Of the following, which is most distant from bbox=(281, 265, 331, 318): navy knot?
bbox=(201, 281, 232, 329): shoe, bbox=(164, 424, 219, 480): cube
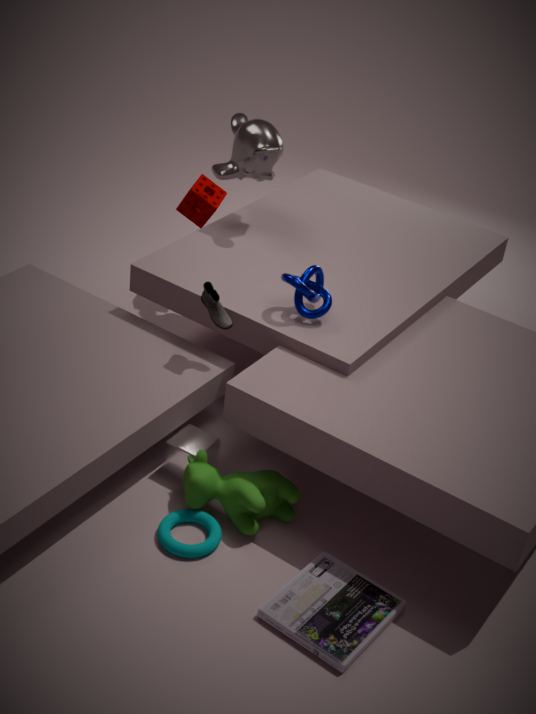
bbox=(164, 424, 219, 480): cube
